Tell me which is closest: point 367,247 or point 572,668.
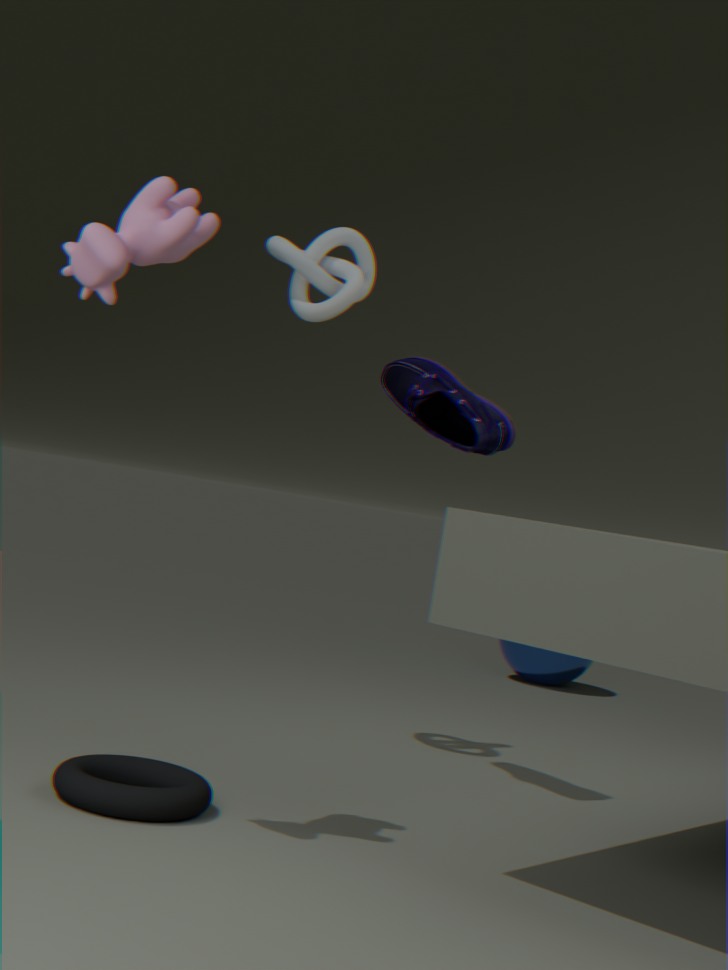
point 367,247
